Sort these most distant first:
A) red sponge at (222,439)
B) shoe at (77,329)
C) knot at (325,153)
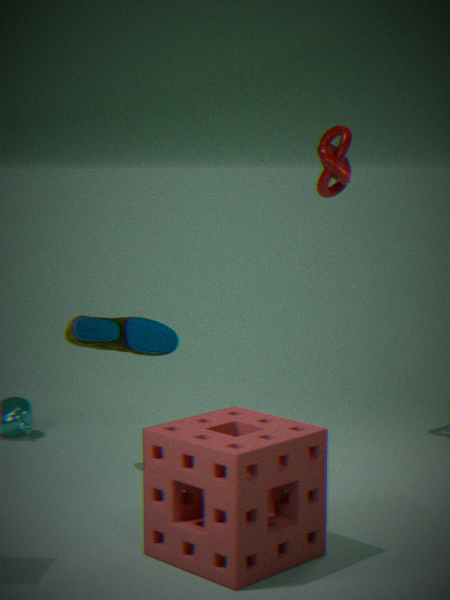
1. knot at (325,153)
2. shoe at (77,329)
3. red sponge at (222,439)
